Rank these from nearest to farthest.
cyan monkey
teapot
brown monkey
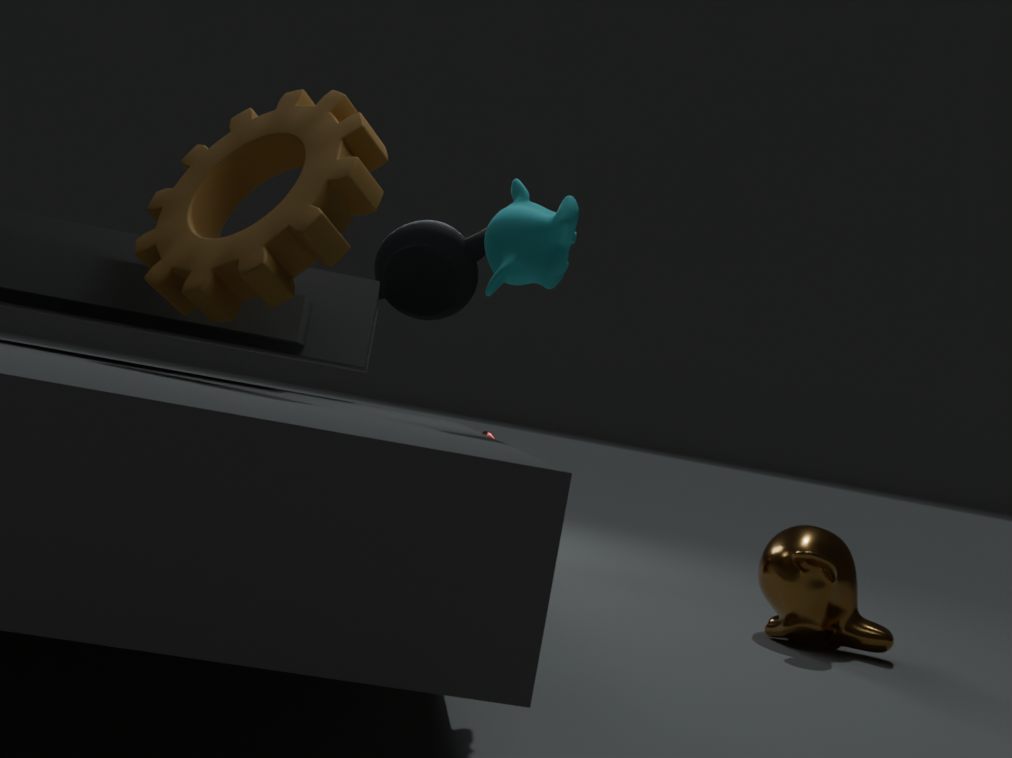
1. cyan monkey
2. brown monkey
3. teapot
